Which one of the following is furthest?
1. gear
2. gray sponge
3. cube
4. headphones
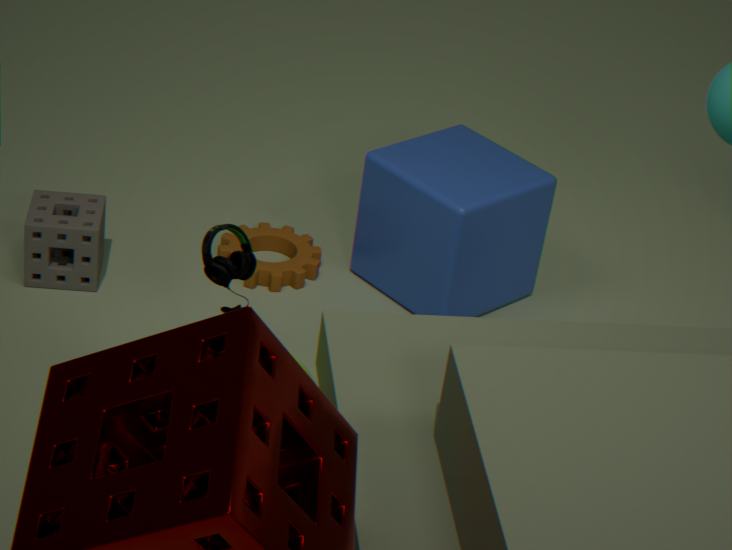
gear
